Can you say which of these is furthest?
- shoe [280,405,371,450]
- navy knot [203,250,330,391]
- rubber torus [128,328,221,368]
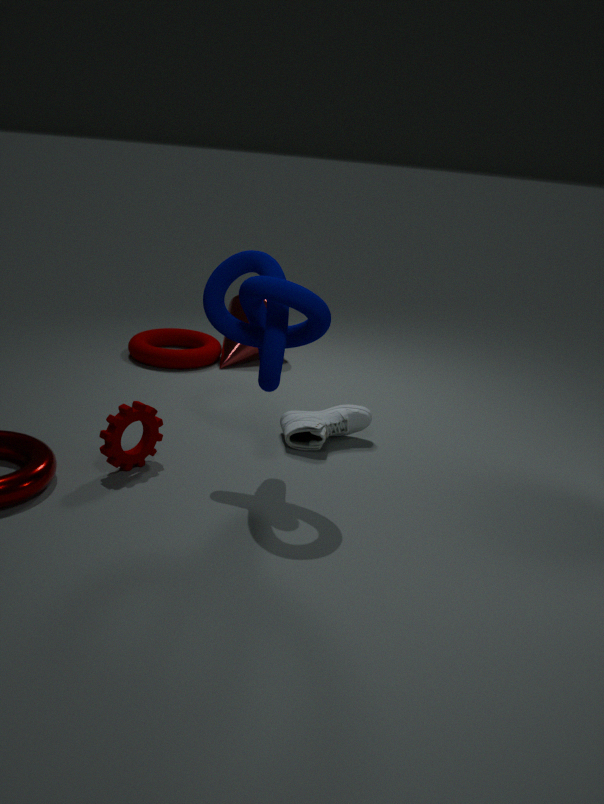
rubber torus [128,328,221,368]
